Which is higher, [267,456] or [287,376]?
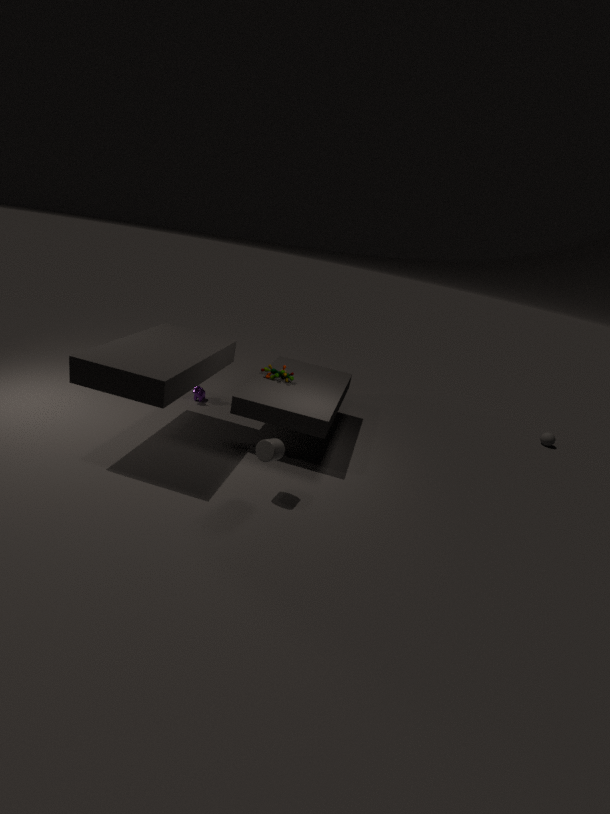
[287,376]
